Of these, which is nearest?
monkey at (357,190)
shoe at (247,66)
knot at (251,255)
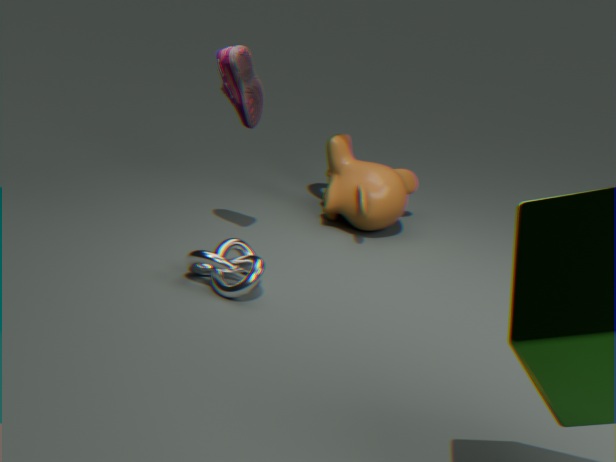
knot at (251,255)
